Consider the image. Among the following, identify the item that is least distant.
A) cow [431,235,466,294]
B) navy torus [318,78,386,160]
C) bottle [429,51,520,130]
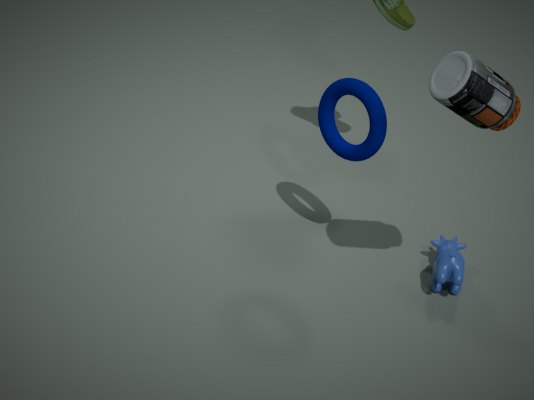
bottle [429,51,520,130]
